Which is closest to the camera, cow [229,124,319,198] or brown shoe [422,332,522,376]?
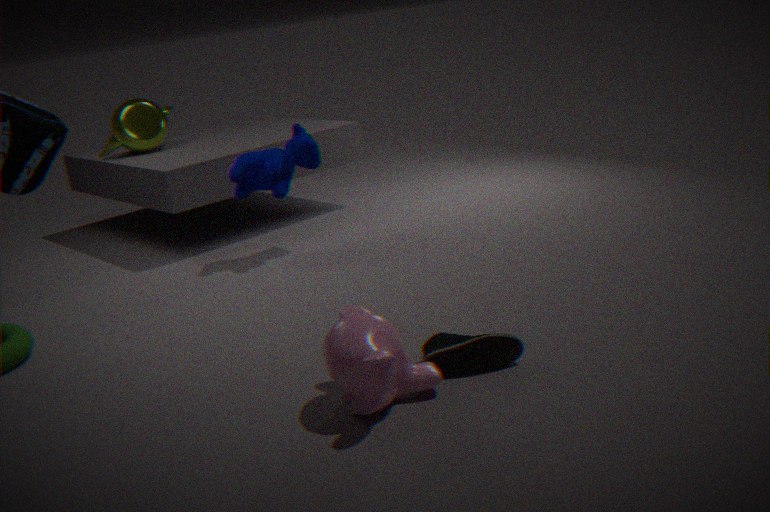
brown shoe [422,332,522,376]
